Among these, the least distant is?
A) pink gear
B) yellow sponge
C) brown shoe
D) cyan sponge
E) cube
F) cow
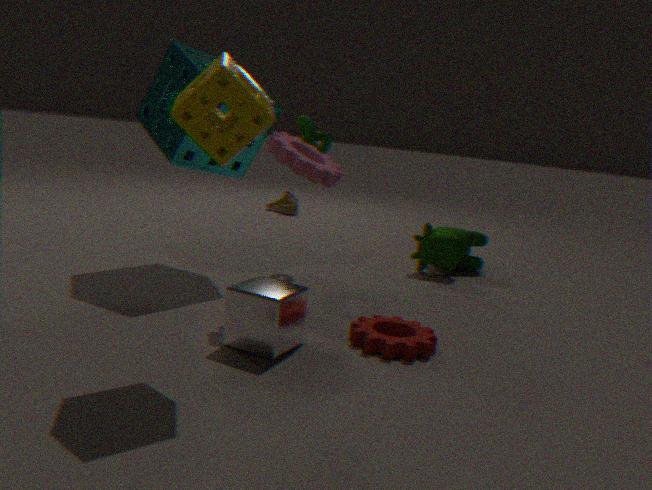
yellow sponge
